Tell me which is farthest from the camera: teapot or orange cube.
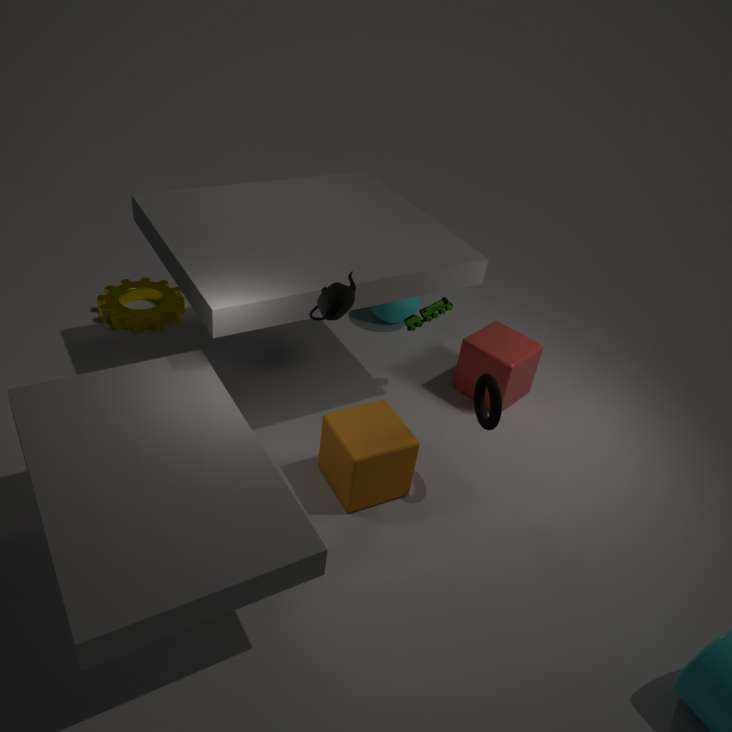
orange cube
